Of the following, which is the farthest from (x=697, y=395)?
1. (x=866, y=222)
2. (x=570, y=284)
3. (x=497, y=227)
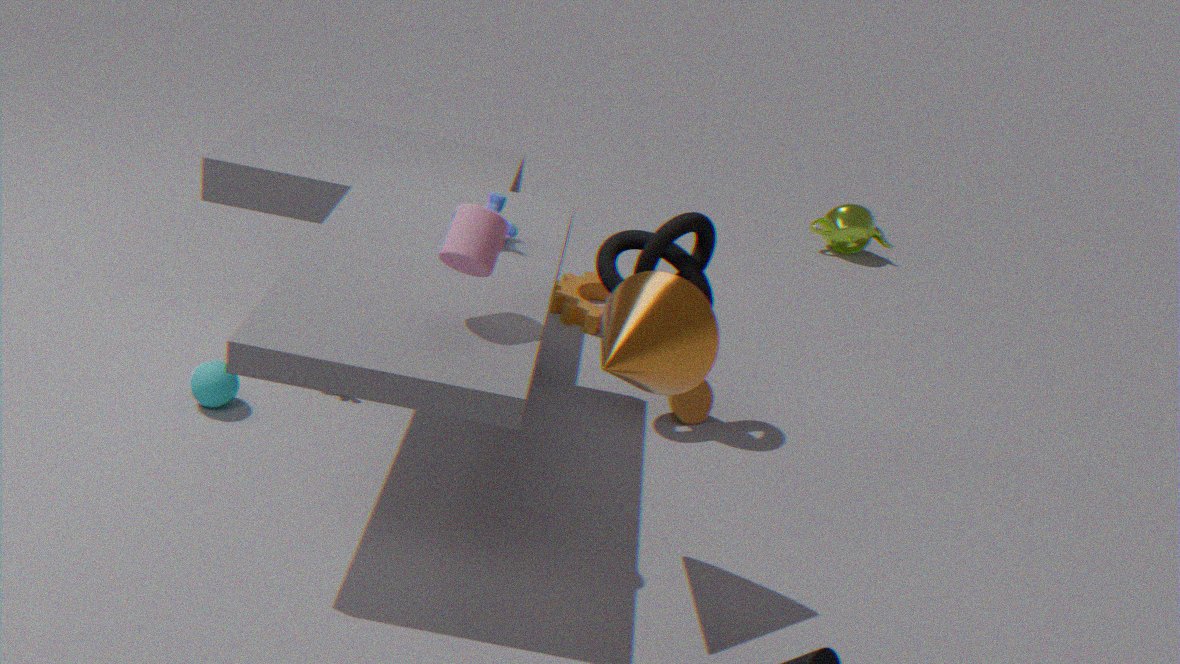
(x=866, y=222)
